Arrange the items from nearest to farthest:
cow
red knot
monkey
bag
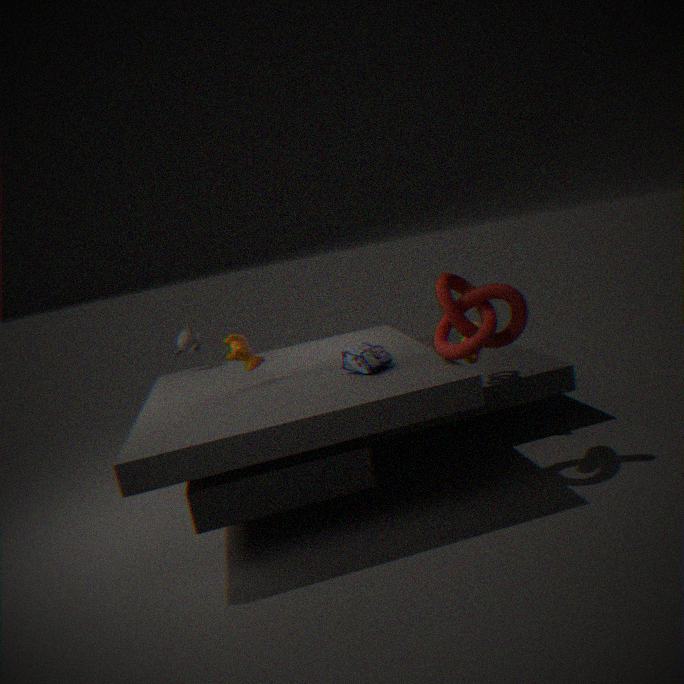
red knot < bag < cow < monkey
